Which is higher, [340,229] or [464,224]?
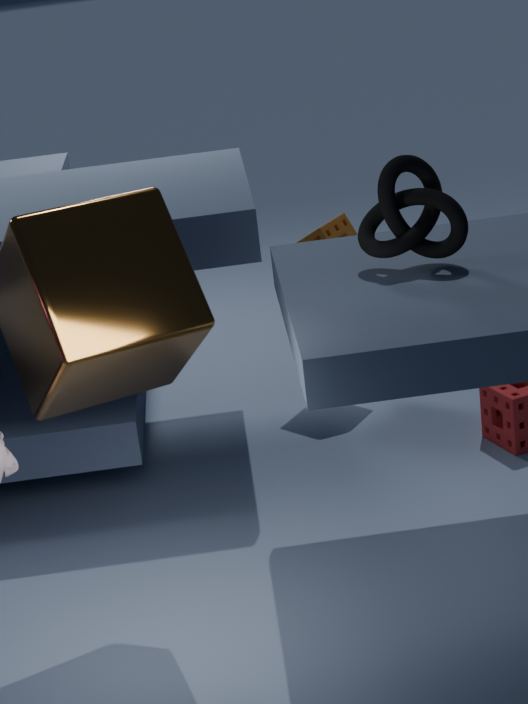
[464,224]
